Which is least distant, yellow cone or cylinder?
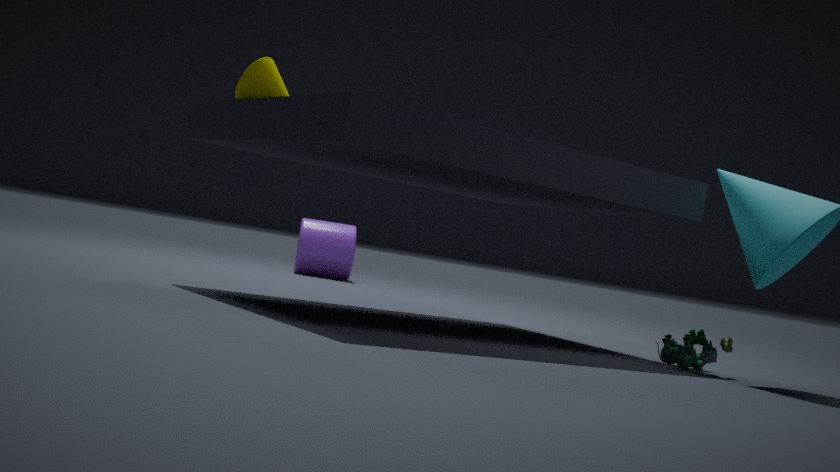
yellow cone
